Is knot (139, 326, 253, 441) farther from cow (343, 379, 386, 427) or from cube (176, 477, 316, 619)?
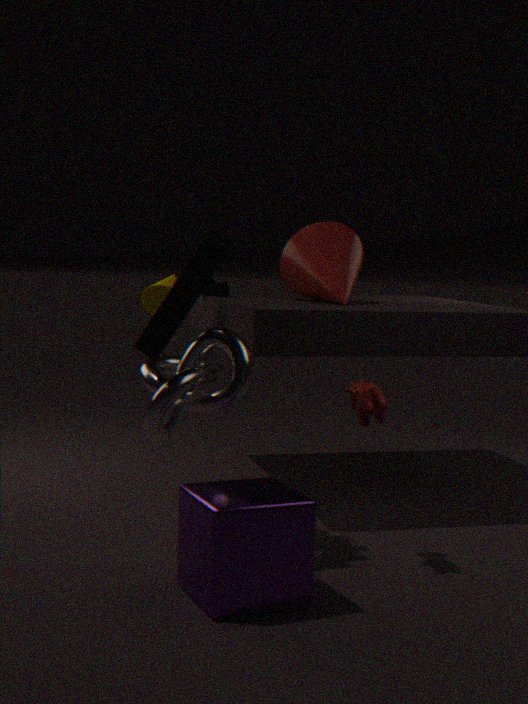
cube (176, 477, 316, 619)
